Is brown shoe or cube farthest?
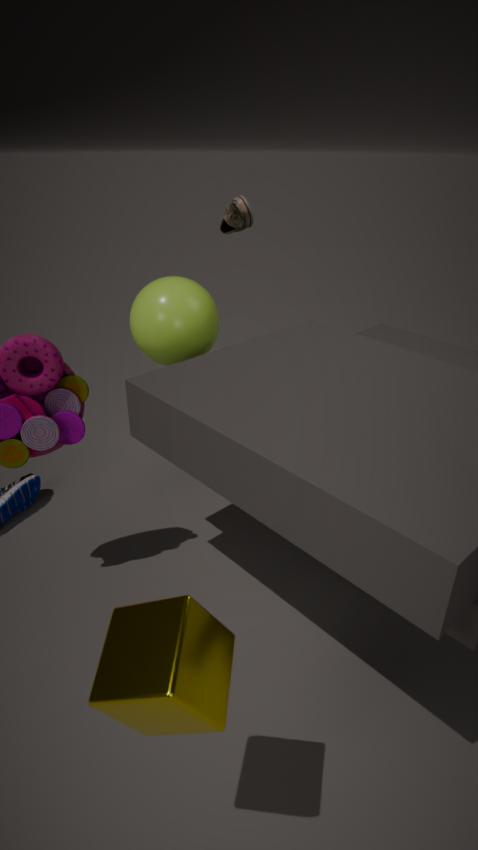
brown shoe
